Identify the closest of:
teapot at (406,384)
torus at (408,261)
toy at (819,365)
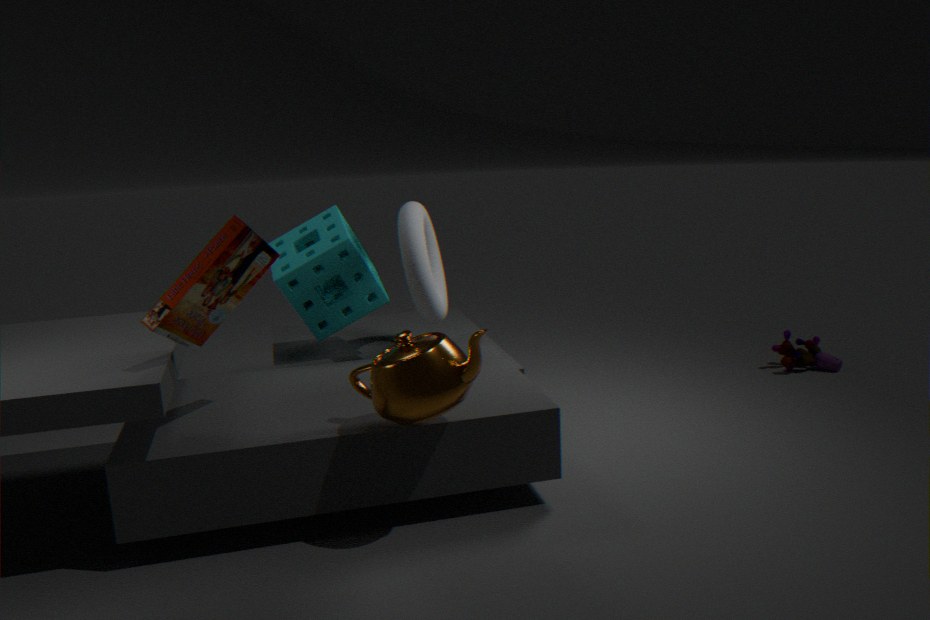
teapot at (406,384)
